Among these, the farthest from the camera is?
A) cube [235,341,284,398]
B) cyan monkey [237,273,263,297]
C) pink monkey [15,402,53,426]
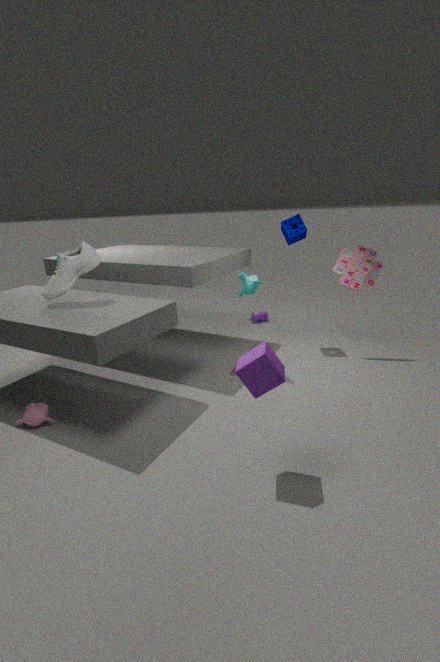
cyan monkey [237,273,263,297]
